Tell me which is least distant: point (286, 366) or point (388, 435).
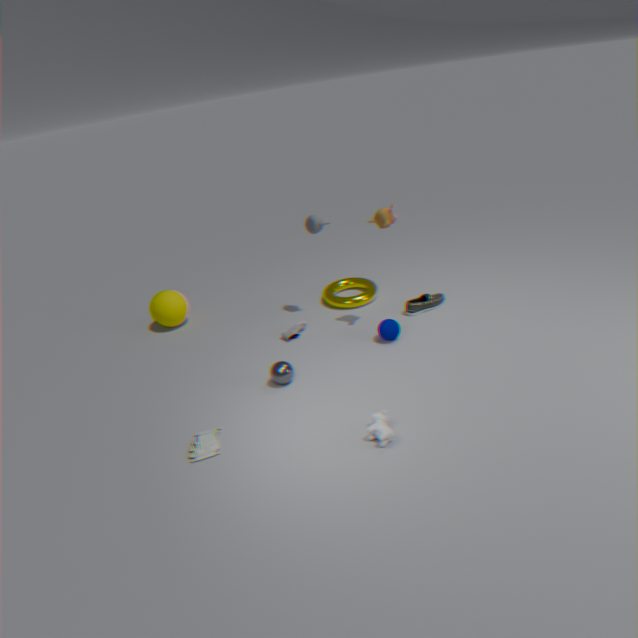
point (388, 435)
